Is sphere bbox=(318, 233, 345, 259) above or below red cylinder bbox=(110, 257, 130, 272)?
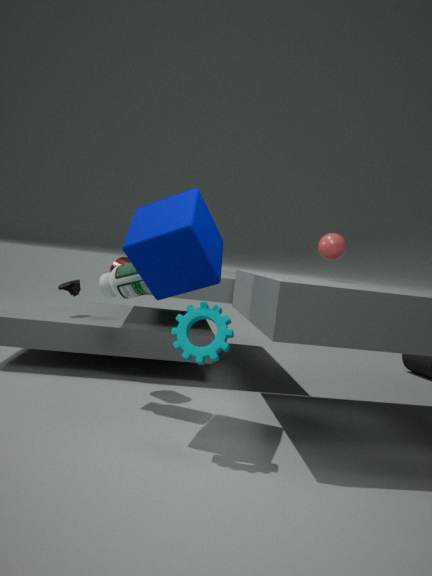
above
